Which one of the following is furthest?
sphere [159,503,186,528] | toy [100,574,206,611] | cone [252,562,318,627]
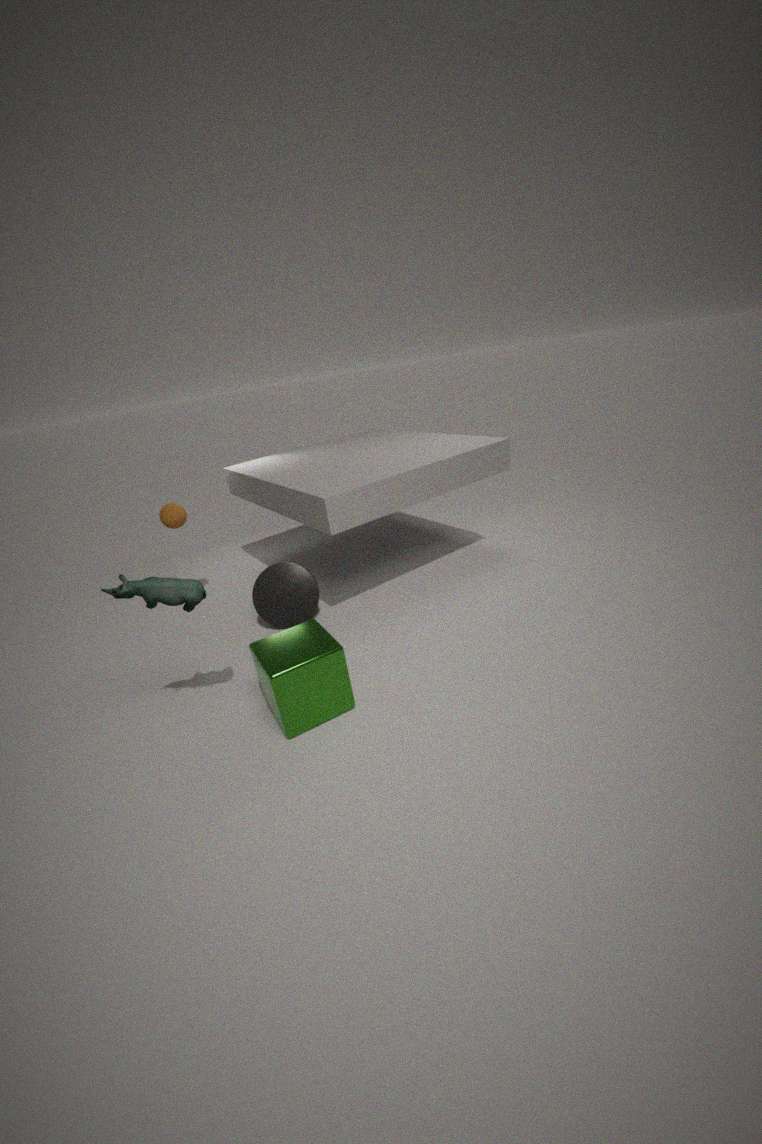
sphere [159,503,186,528]
